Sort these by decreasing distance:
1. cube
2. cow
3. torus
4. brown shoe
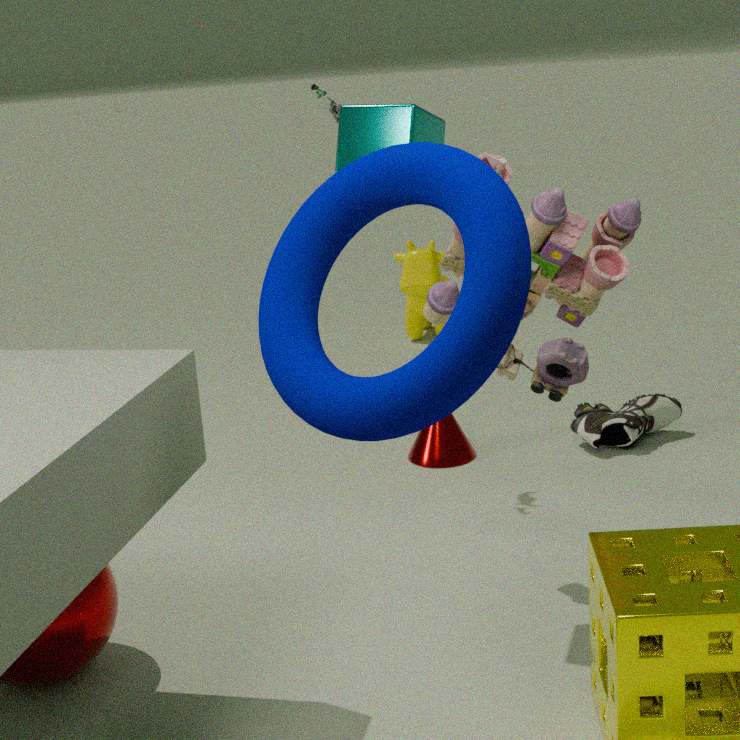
1. cow
2. brown shoe
3. cube
4. torus
